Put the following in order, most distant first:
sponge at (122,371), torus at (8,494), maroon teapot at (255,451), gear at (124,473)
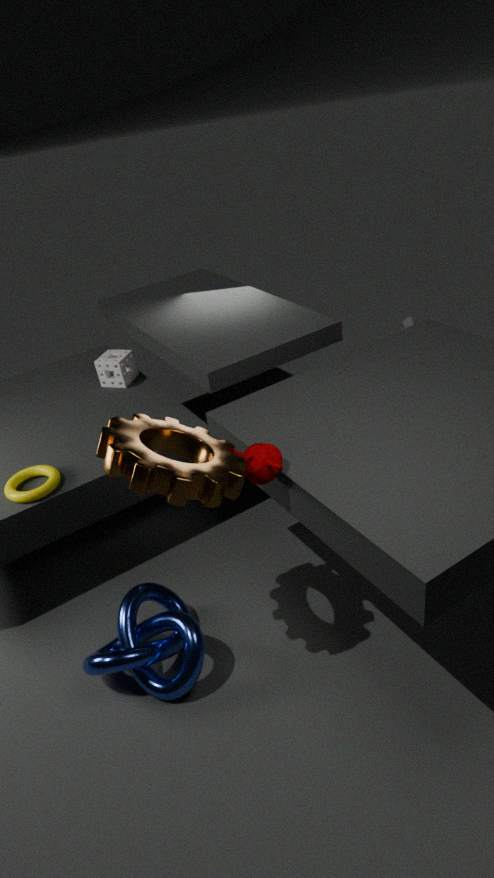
sponge at (122,371)
torus at (8,494)
maroon teapot at (255,451)
gear at (124,473)
